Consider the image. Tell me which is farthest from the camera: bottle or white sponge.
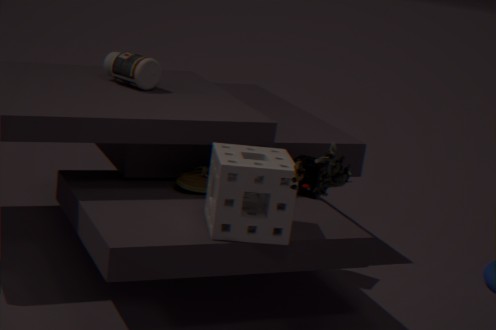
bottle
